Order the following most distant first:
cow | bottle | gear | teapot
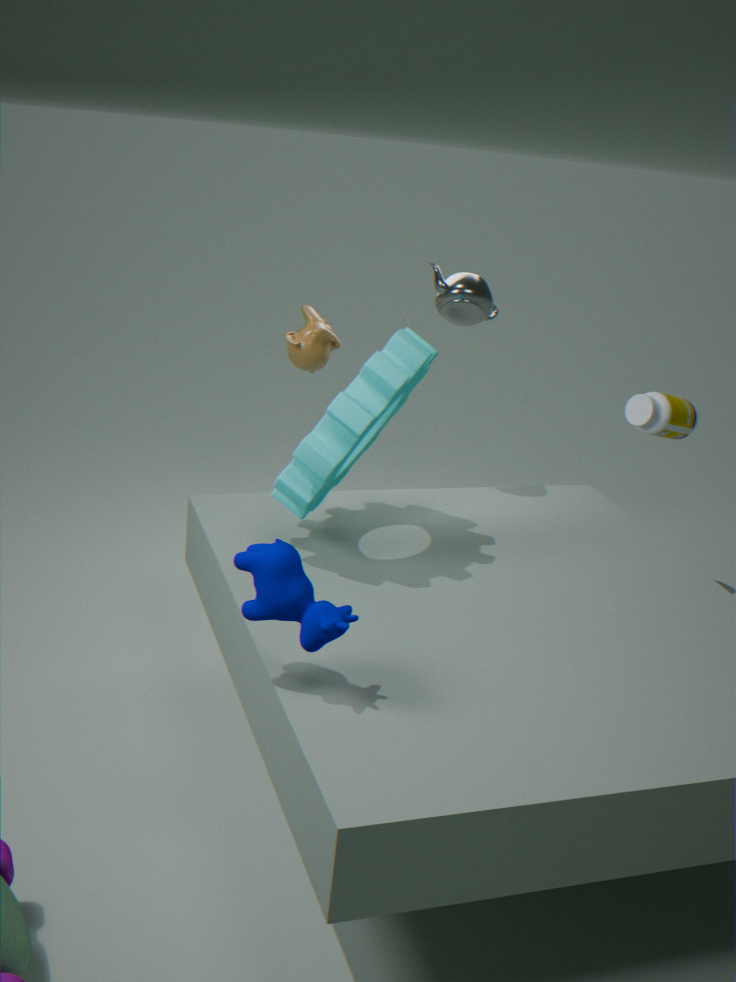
bottle
teapot
gear
cow
